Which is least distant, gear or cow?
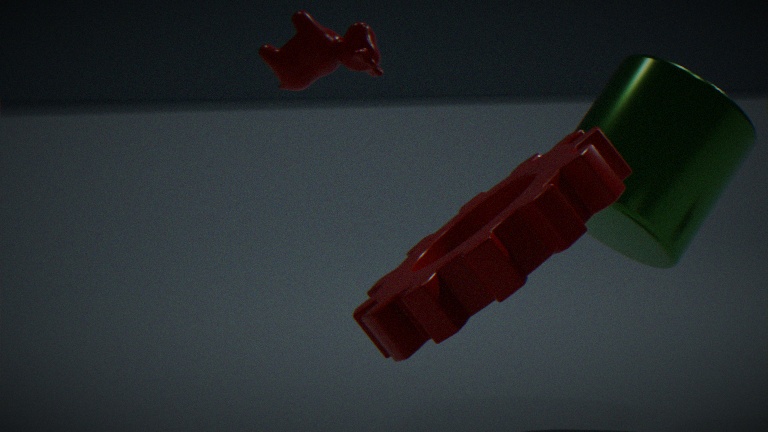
gear
